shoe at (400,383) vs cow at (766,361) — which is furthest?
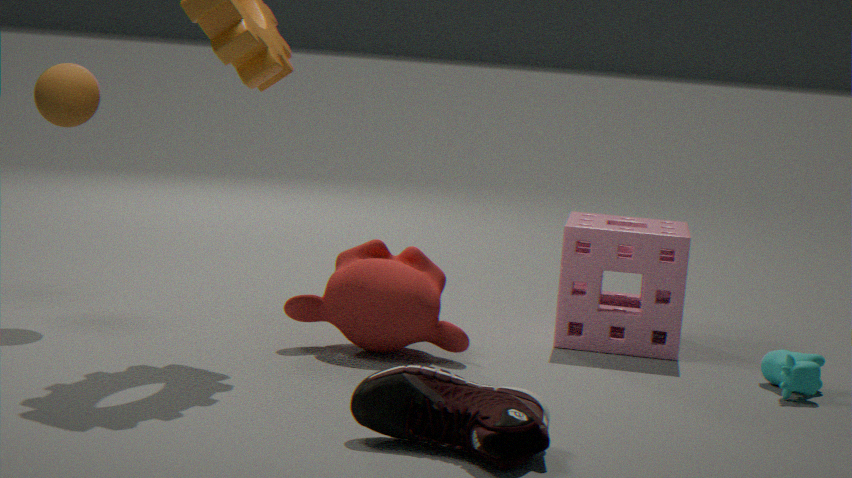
cow at (766,361)
